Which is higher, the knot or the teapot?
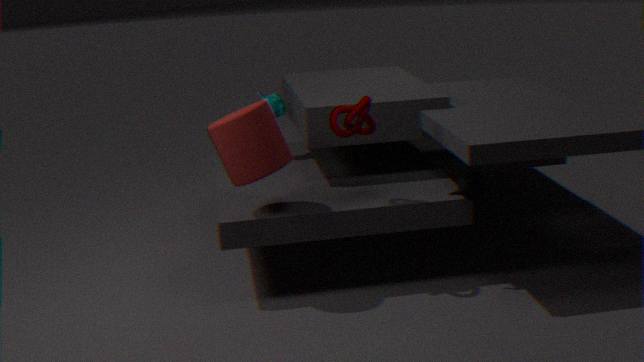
the knot
